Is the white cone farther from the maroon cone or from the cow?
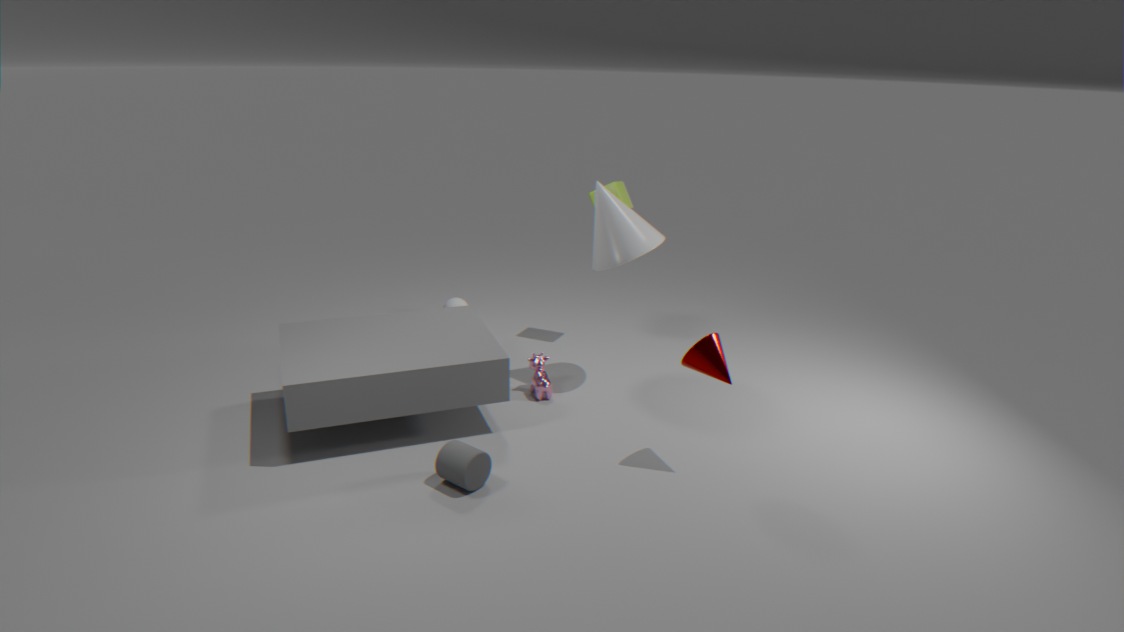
the maroon cone
